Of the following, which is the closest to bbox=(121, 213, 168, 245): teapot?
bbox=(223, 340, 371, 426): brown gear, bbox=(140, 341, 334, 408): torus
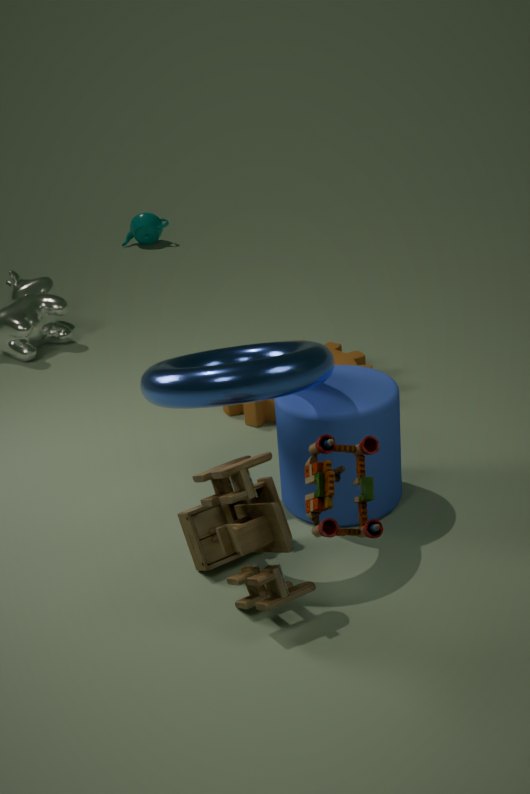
bbox=(223, 340, 371, 426): brown gear
